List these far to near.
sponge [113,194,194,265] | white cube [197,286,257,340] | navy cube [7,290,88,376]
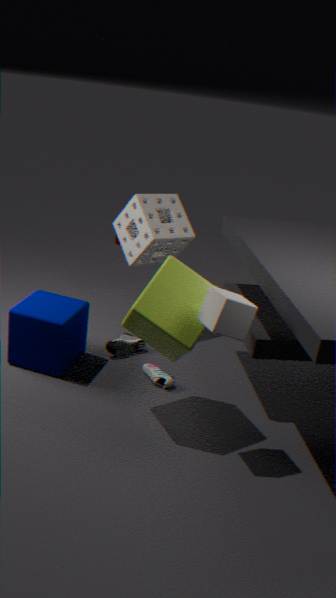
1. sponge [113,194,194,265]
2. navy cube [7,290,88,376]
3. white cube [197,286,257,340]
